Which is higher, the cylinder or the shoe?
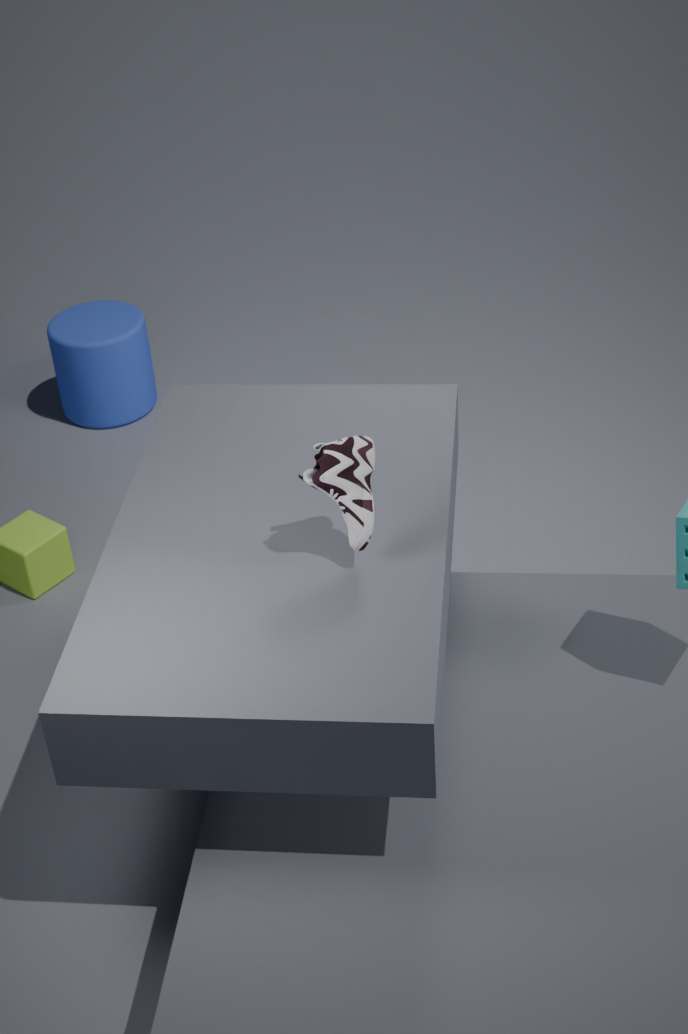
the shoe
